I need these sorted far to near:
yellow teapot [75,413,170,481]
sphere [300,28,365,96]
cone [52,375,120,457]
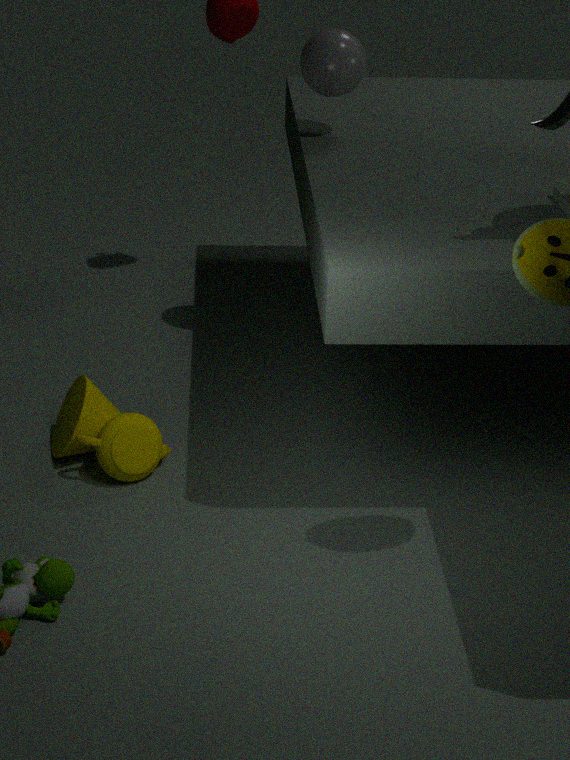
sphere [300,28,365,96], cone [52,375,120,457], yellow teapot [75,413,170,481]
